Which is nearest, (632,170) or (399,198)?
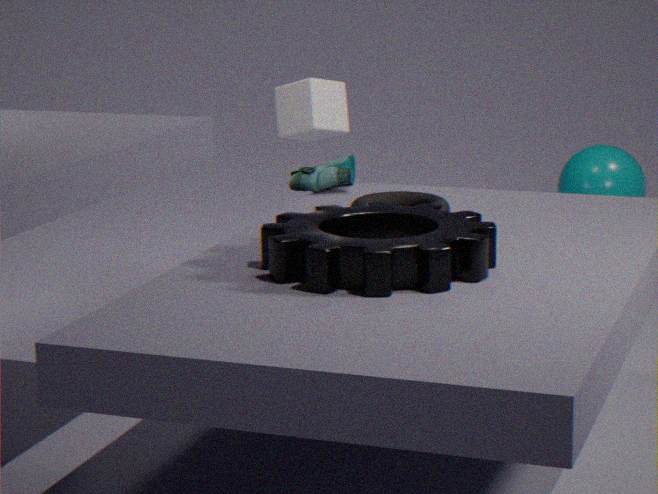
(399,198)
